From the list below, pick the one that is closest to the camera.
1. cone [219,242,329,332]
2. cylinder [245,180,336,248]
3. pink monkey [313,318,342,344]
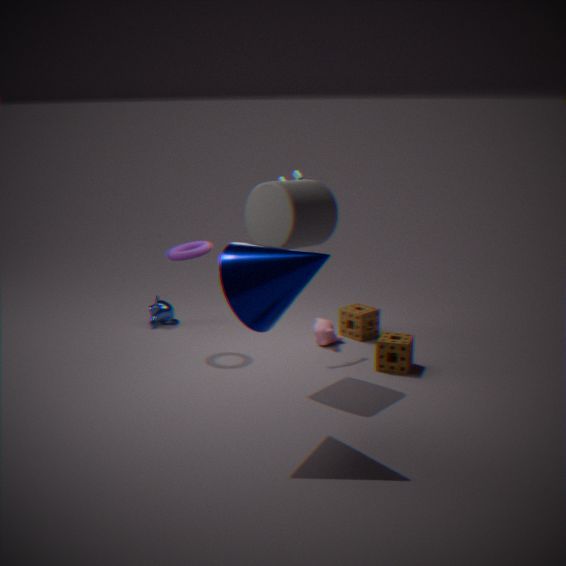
cone [219,242,329,332]
